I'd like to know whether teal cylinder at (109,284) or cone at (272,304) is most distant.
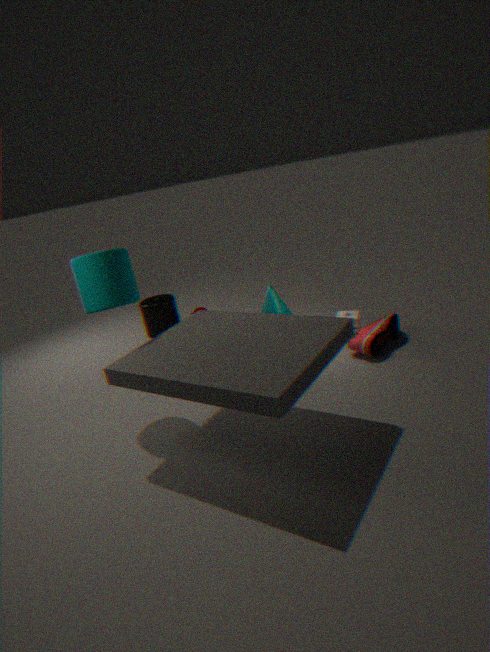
cone at (272,304)
